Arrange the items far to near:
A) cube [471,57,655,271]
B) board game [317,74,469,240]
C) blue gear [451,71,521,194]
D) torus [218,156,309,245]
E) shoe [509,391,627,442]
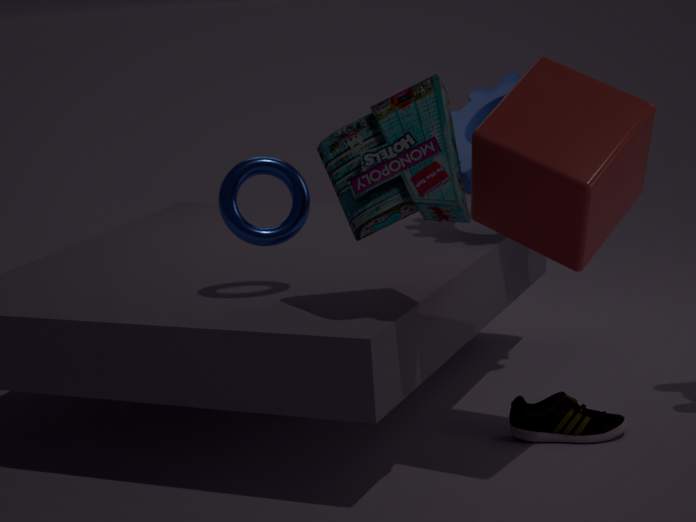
blue gear [451,71,521,194] < shoe [509,391,627,442] < torus [218,156,309,245] < board game [317,74,469,240] < cube [471,57,655,271]
